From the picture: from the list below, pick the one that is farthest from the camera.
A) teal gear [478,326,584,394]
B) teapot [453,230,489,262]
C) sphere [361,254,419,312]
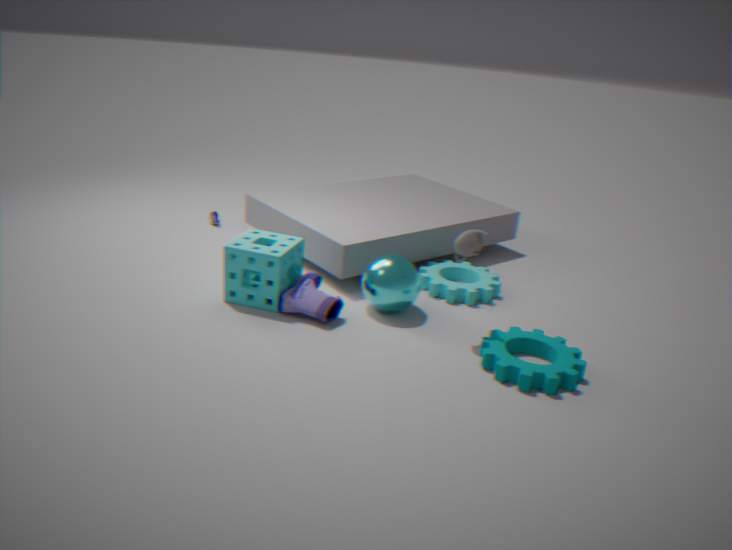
sphere [361,254,419,312]
